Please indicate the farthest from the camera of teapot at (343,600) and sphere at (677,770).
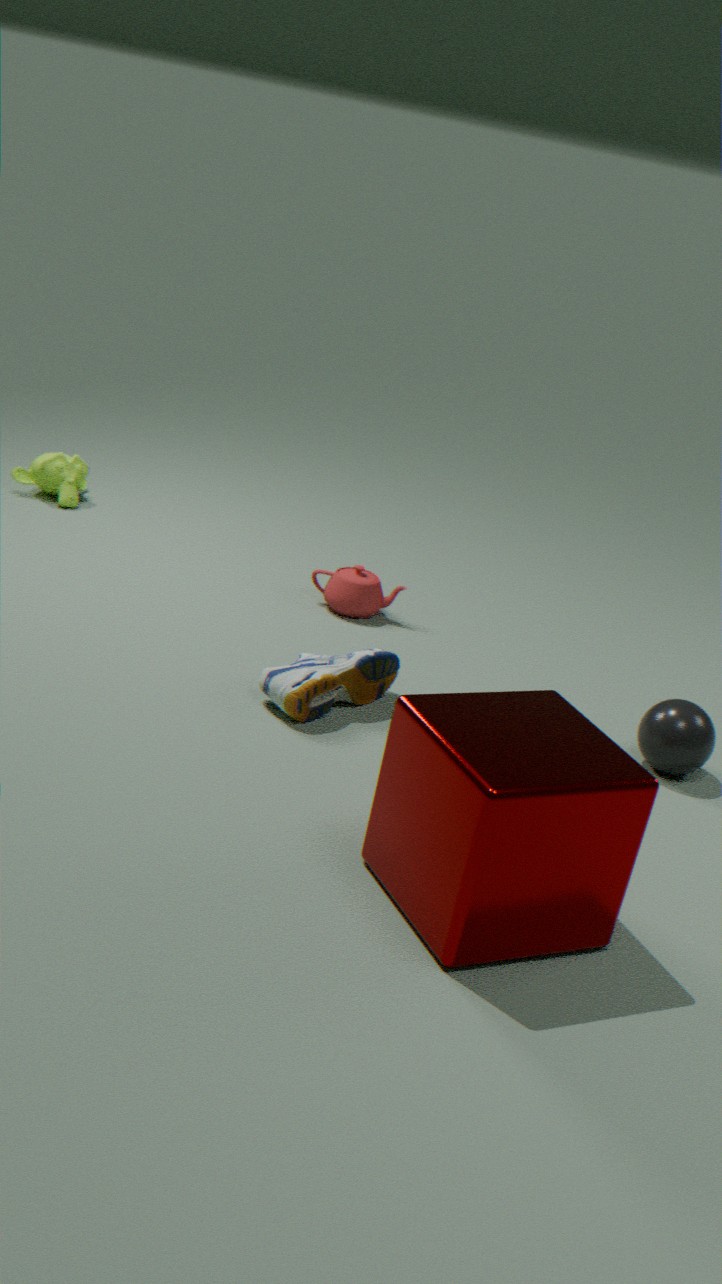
teapot at (343,600)
